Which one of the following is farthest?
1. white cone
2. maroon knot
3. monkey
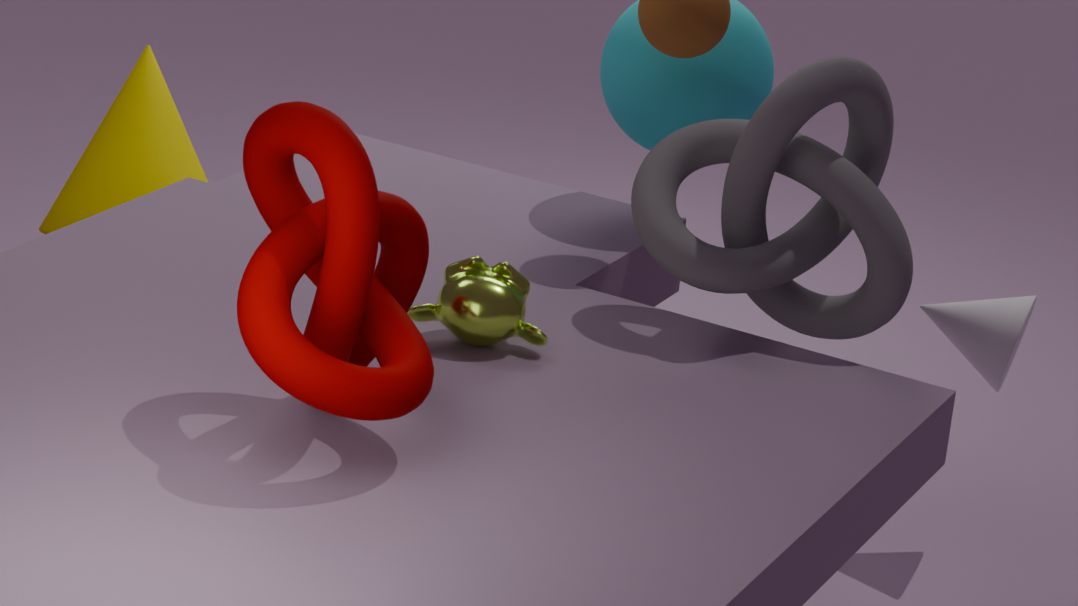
white cone
